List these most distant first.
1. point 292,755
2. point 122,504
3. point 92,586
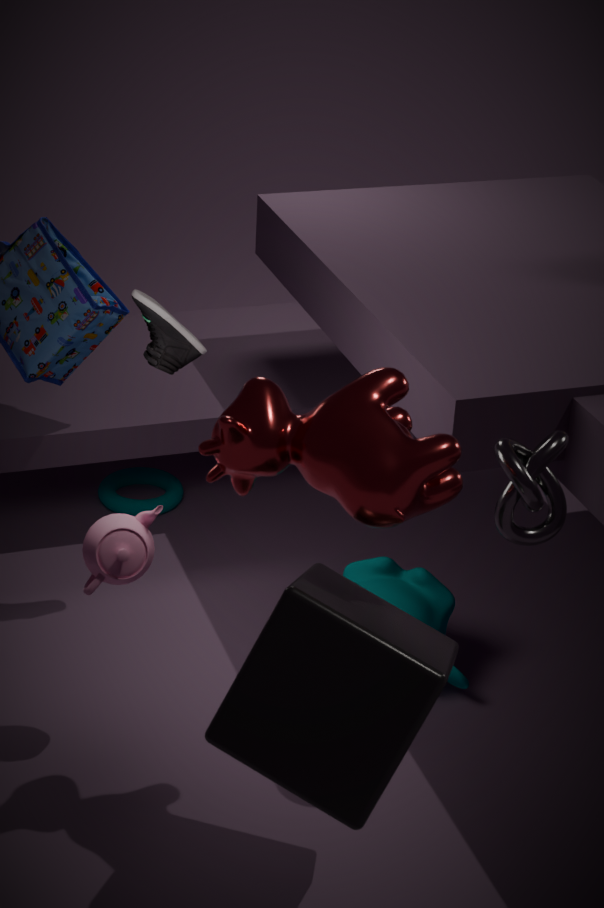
point 122,504, point 92,586, point 292,755
